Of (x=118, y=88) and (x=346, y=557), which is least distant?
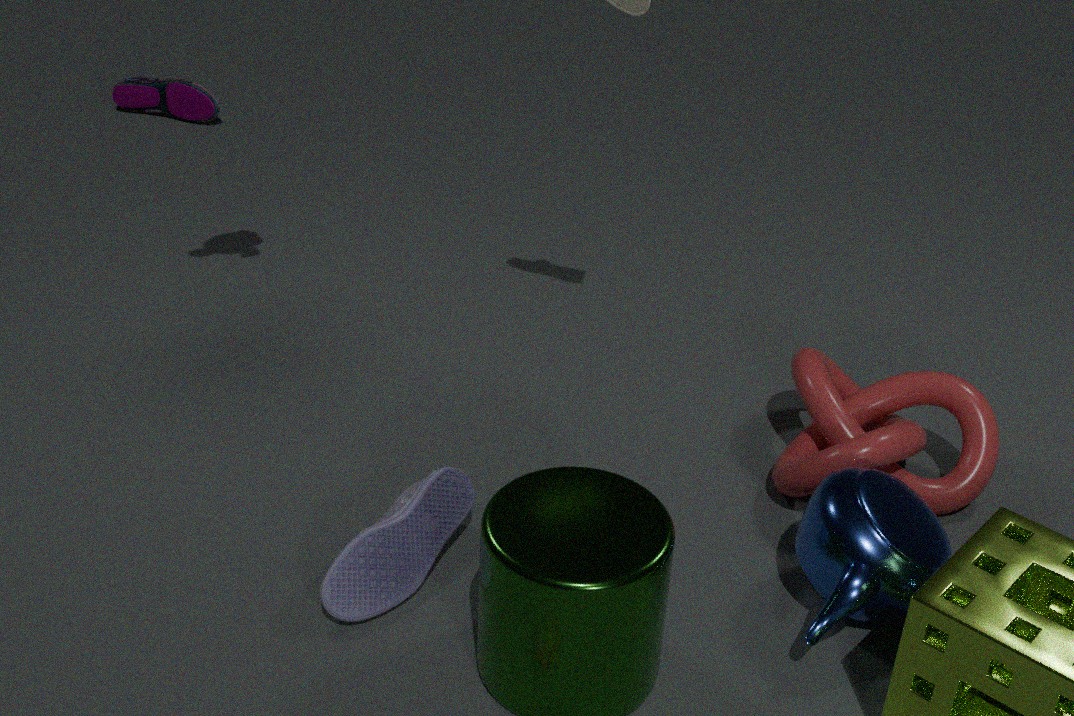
(x=346, y=557)
